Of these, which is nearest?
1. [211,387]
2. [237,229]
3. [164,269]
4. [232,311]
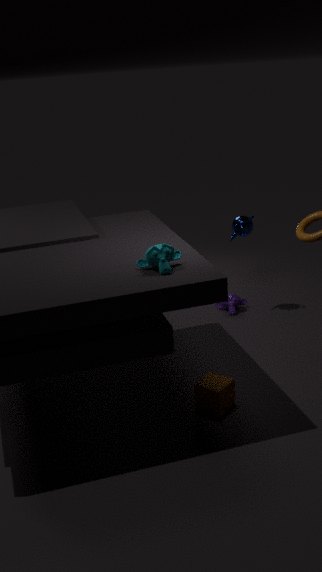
[164,269]
